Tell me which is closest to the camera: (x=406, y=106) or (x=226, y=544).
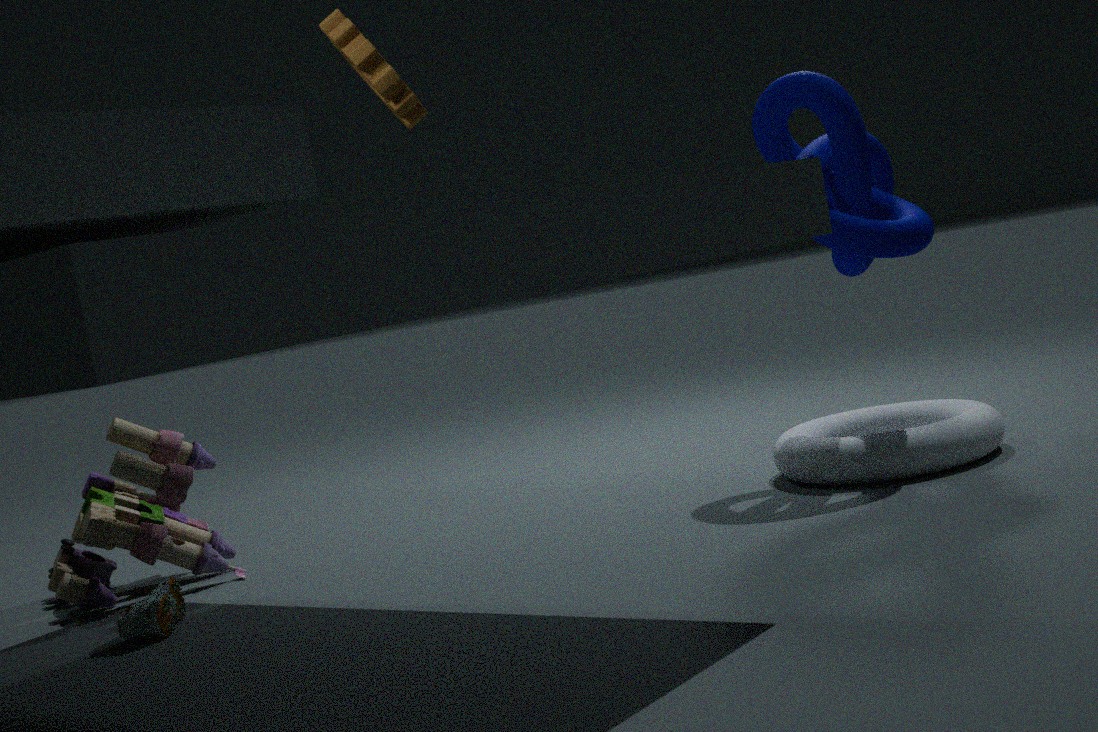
(x=406, y=106)
